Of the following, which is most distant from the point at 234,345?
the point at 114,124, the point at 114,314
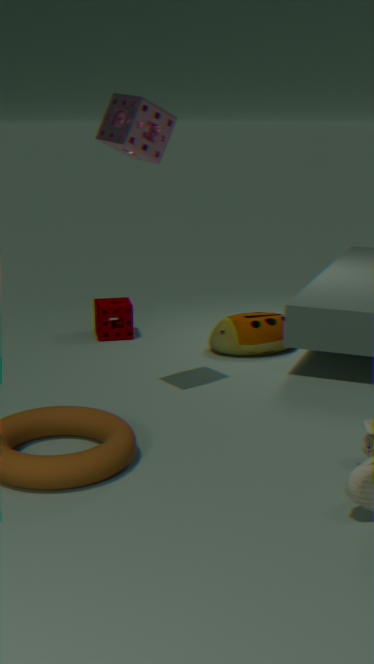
the point at 114,124
